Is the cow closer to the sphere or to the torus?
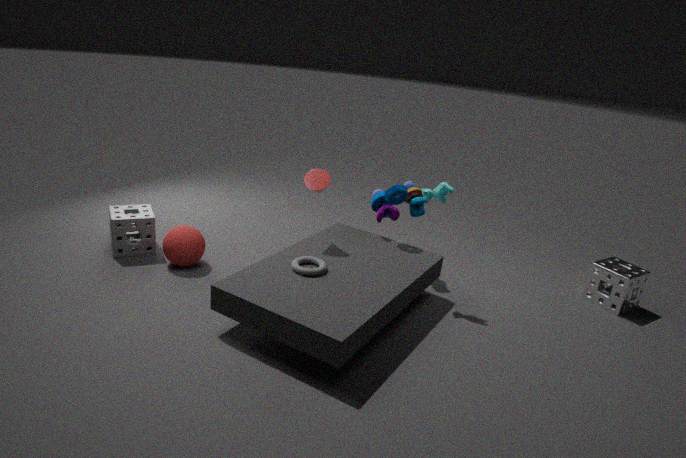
the torus
